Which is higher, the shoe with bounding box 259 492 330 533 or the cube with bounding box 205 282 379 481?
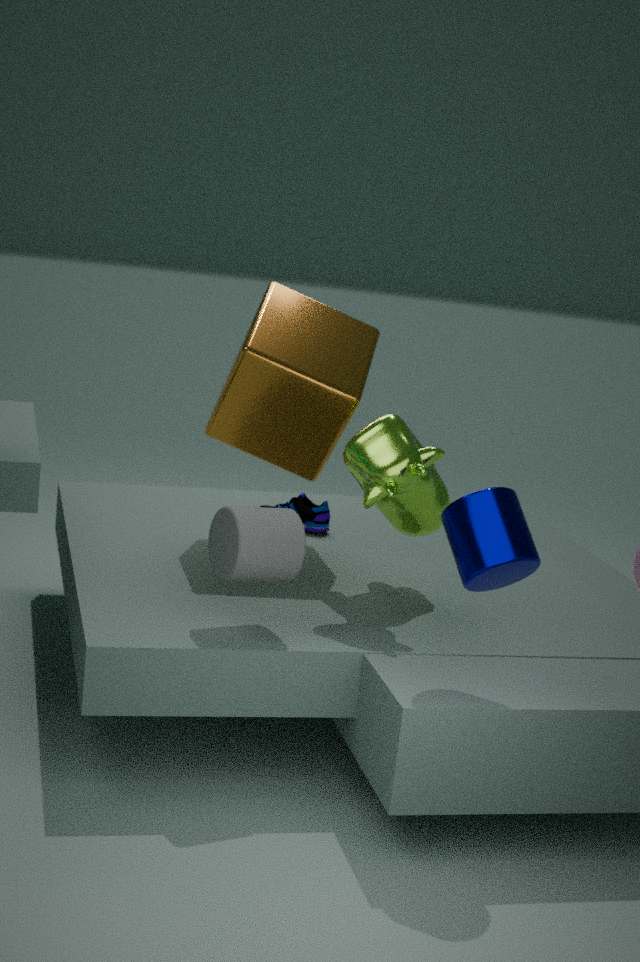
the cube with bounding box 205 282 379 481
